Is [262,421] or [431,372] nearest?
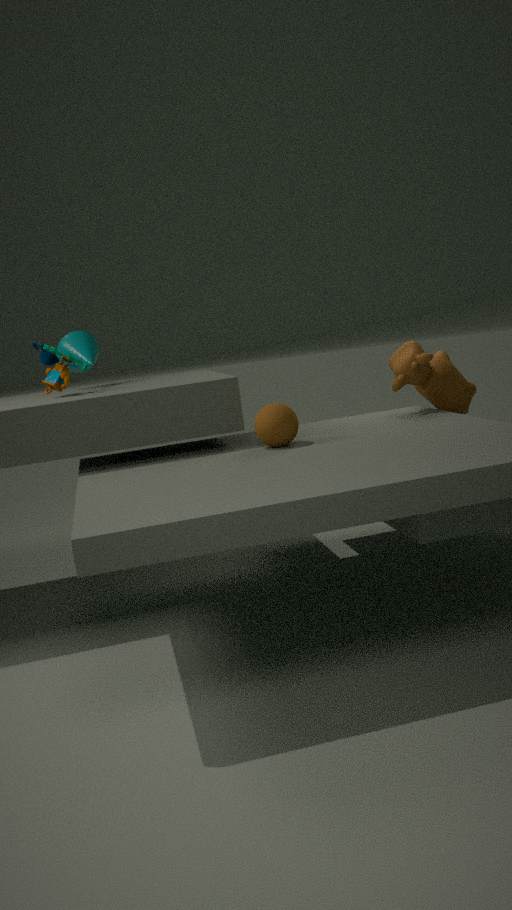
[262,421]
